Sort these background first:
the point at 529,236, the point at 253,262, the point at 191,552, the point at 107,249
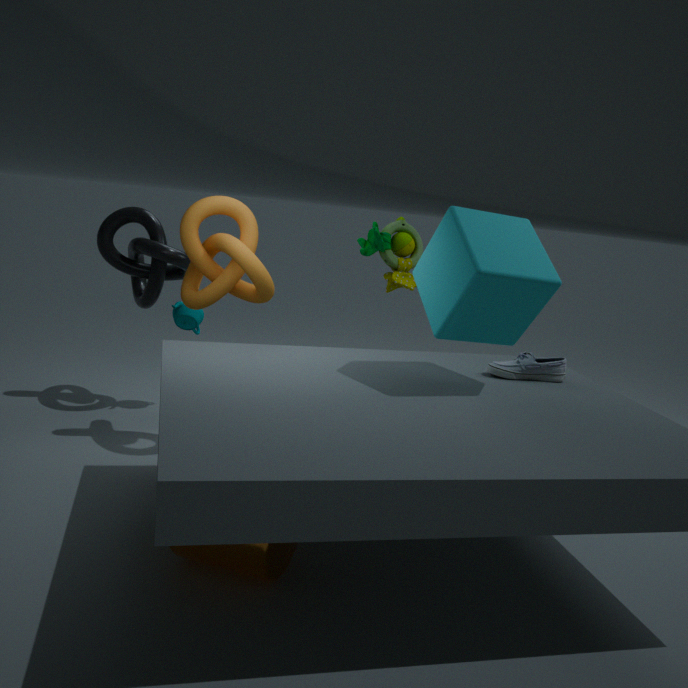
the point at 107,249, the point at 253,262, the point at 529,236, the point at 191,552
